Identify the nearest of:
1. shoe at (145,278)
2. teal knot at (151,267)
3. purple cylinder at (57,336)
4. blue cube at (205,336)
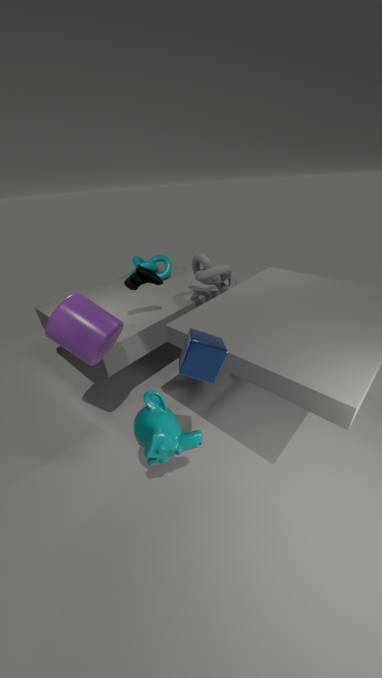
blue cube at (205,336)
